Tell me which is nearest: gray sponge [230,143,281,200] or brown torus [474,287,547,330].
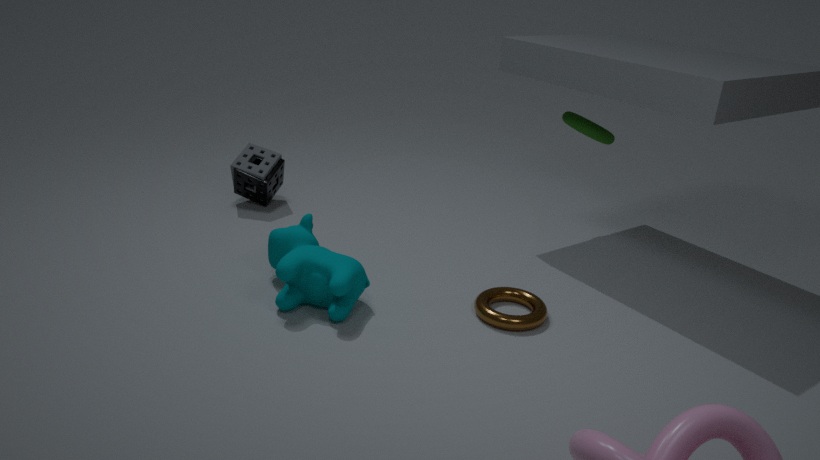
brown torus [474,287,547,330]
